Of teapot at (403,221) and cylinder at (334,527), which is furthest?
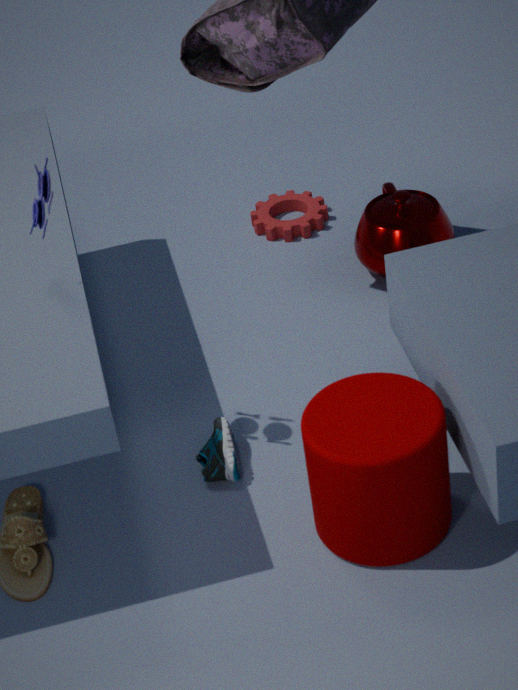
teapot at (403,221)
